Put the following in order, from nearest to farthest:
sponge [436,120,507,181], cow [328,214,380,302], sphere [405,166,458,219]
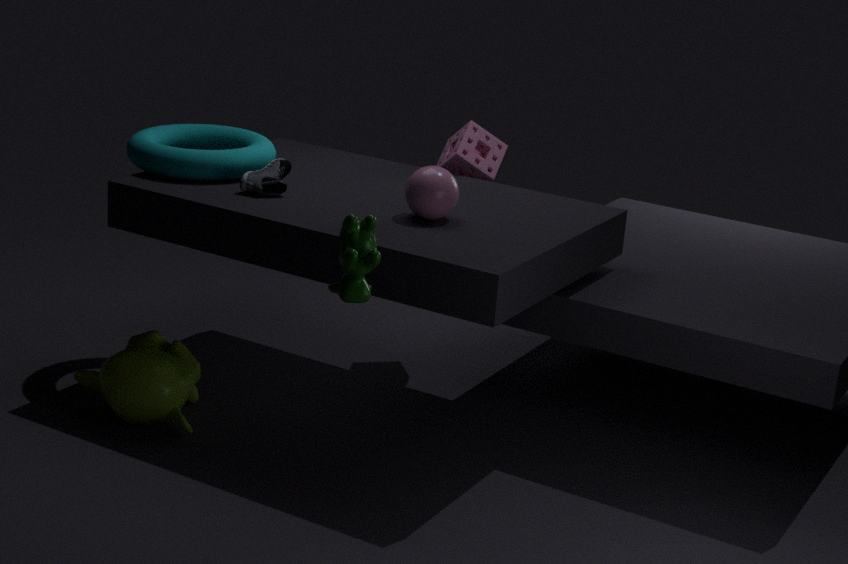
cow [328,214,380,302], sphere [405,166,458,219], sponge [436,120,507,181]
